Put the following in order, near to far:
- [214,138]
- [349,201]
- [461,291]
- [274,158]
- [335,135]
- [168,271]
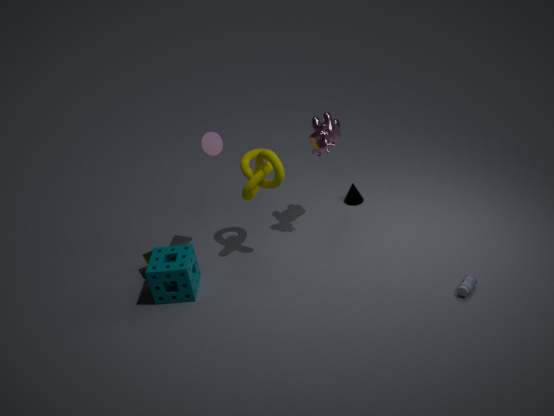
[461,291] < [168,271] < [274,158] < [214,138] < [335,135] < [349,201]
